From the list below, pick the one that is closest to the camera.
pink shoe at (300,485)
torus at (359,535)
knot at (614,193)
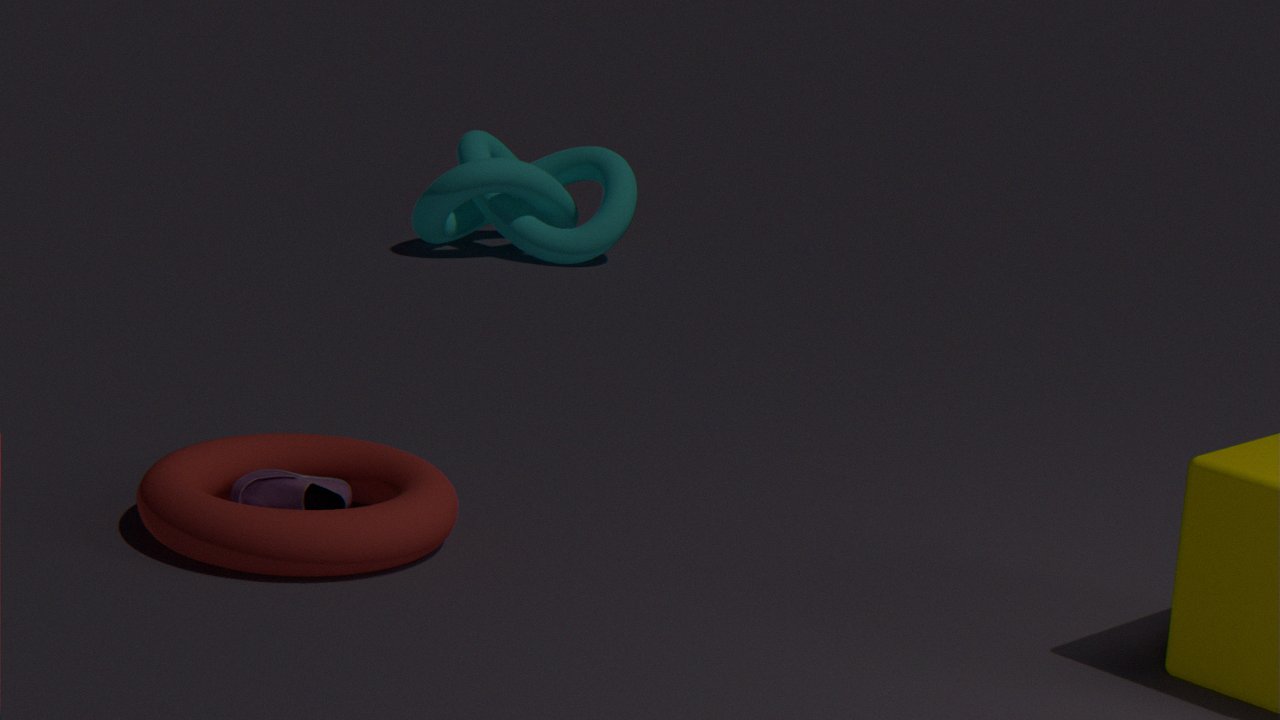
torus at (359,535)
